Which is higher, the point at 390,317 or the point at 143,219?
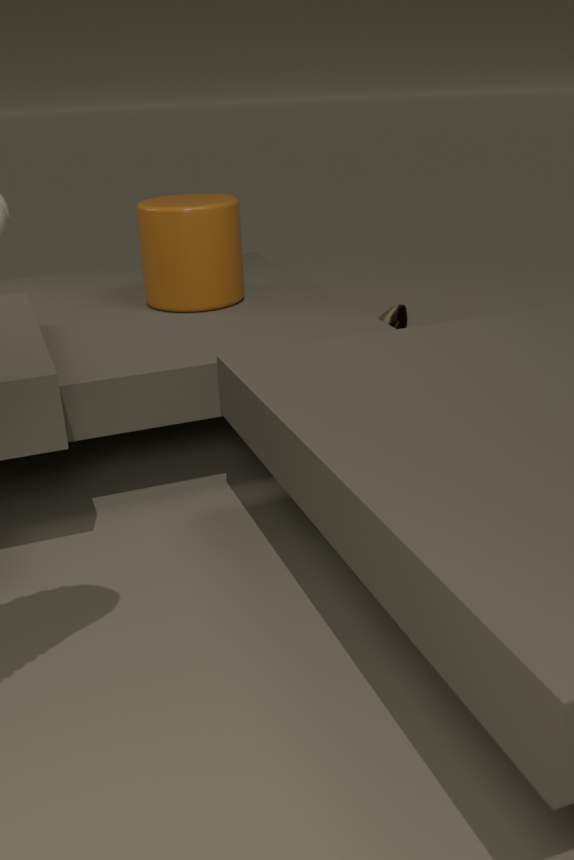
the point at 143,219
